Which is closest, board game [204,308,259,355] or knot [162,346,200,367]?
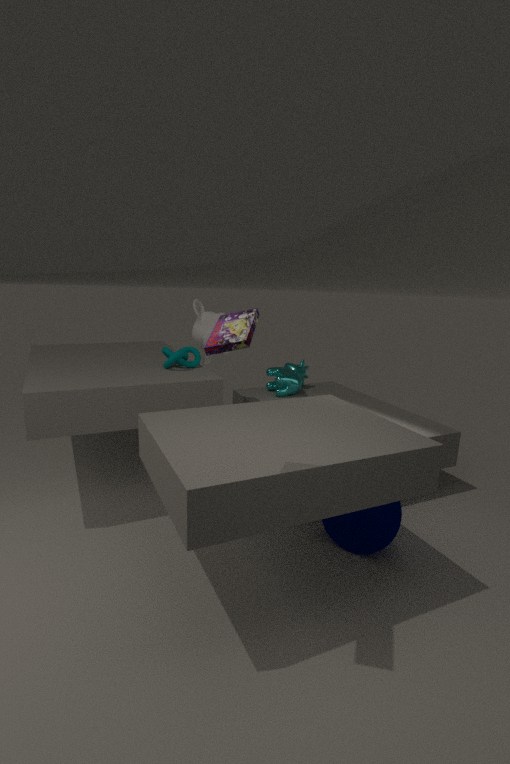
board game [204,308,259,355]
